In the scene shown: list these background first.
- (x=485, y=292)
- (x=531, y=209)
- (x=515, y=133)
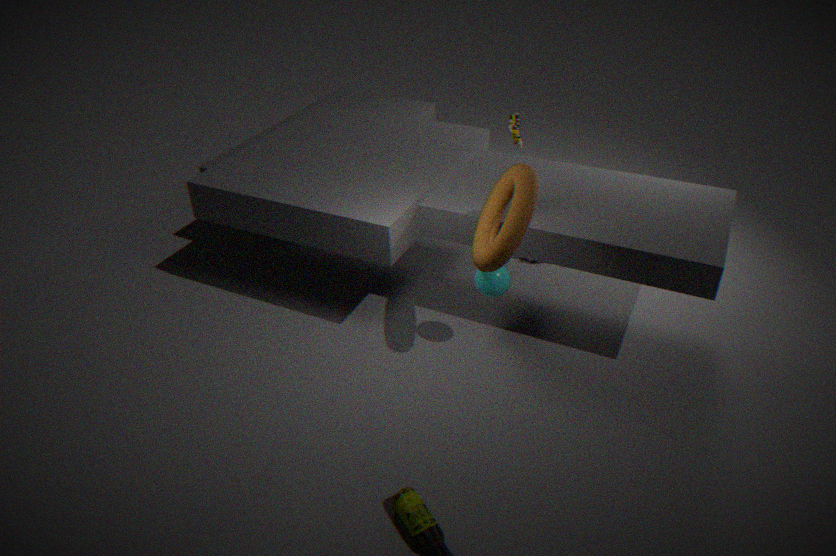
(x=515, y=133) < (x=485, y=292) < (x=531, y=209)
